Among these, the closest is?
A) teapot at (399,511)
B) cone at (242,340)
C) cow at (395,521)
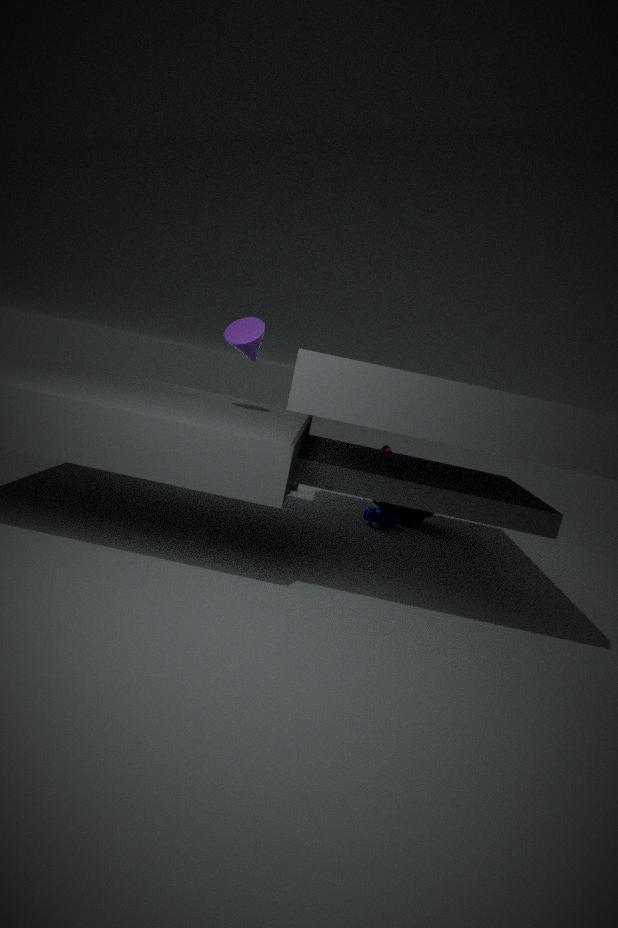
cone at (242,340)
